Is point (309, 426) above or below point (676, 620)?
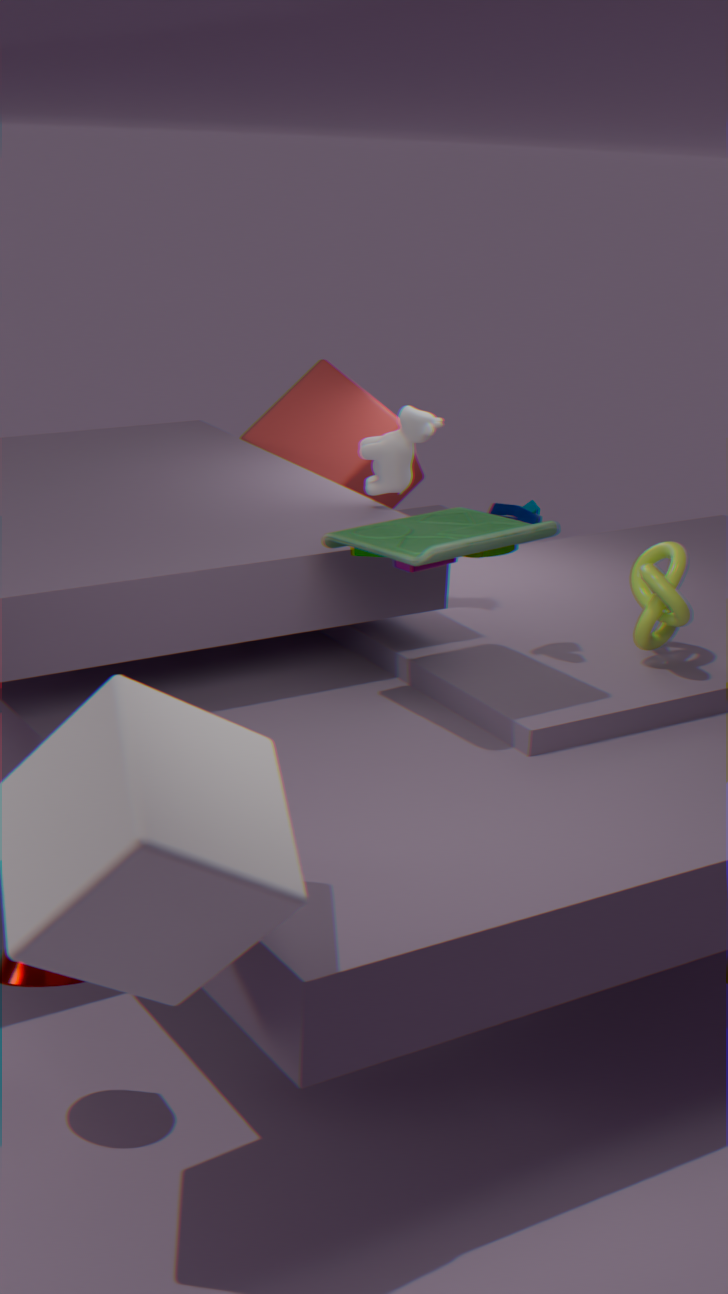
above
